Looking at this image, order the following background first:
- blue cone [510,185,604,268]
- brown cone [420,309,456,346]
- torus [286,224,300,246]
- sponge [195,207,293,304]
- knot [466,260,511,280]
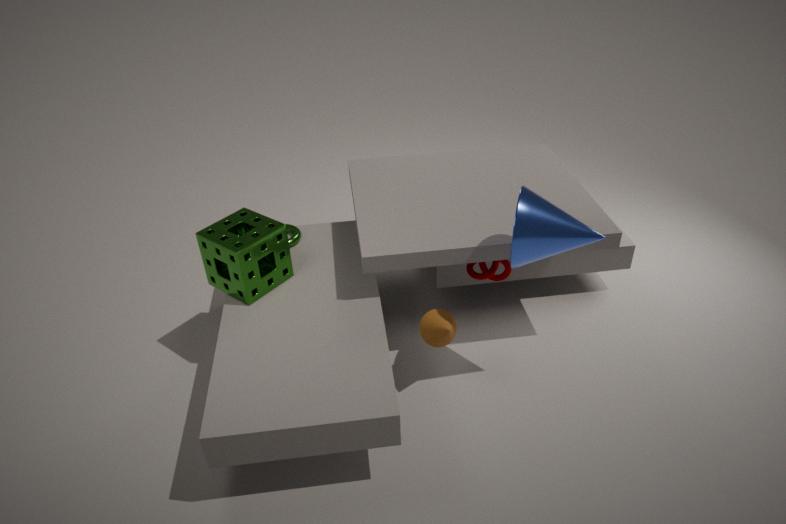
1. torus [286,224,300,246]
2. knot [466,260,511,280]
3. sponge [195,207,293,304]
4. brown cone [420,309,456,346]
5. blue cone [510,185,604,268]
